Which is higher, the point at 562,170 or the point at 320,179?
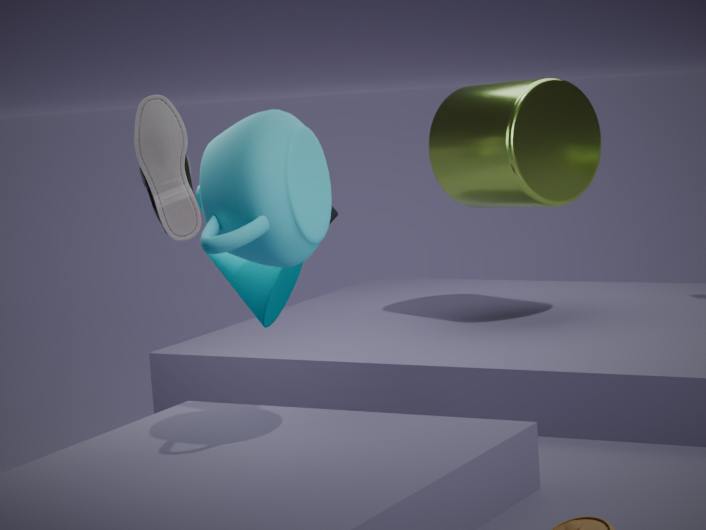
the point at 320,179
